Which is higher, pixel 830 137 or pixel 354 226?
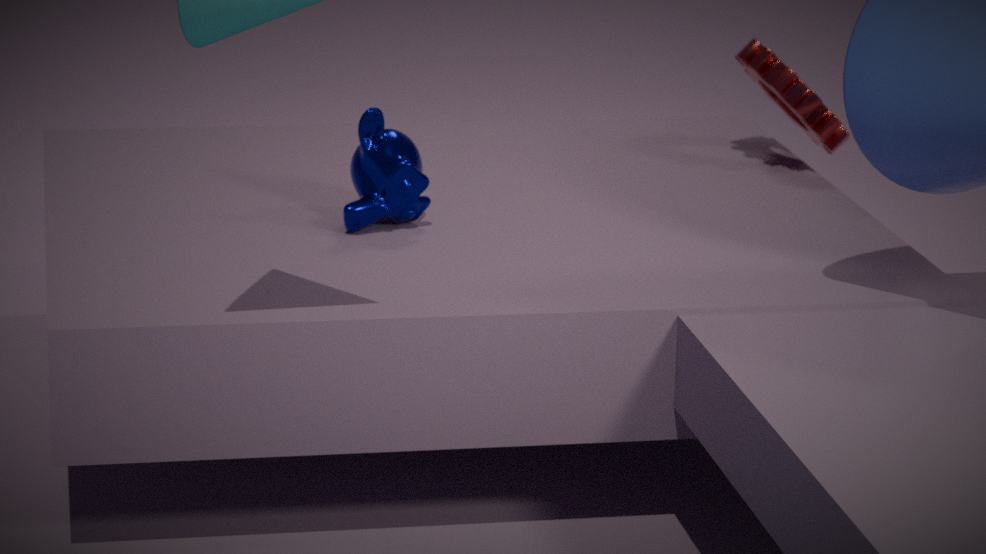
pixel 830 137
